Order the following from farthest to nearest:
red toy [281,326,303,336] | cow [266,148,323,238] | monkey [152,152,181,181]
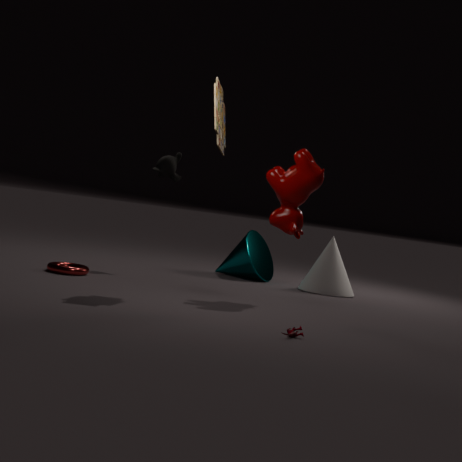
monkey [152,152,181,181], cow [266,148,323,238], red toy [281,326,303,336]
